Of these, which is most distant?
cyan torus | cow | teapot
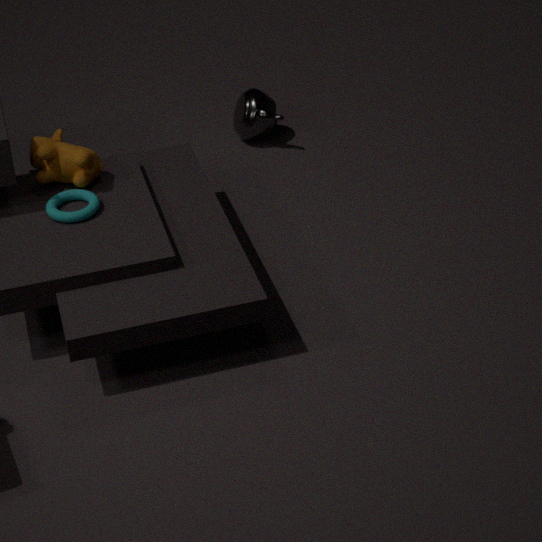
teapot
